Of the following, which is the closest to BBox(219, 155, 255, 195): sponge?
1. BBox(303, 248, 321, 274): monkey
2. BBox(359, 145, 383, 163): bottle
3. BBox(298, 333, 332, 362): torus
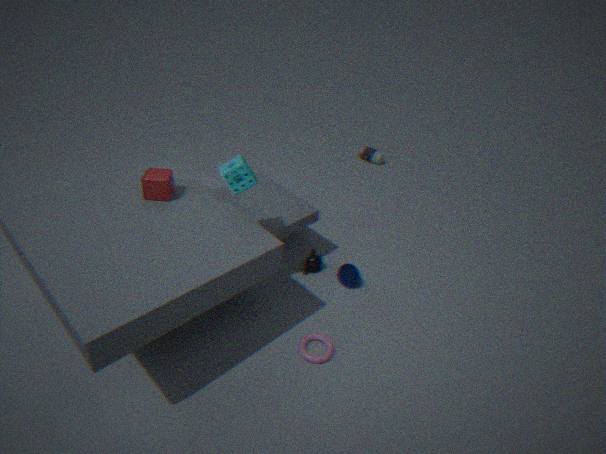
BBox(303, 248, 321, 274): monkey
